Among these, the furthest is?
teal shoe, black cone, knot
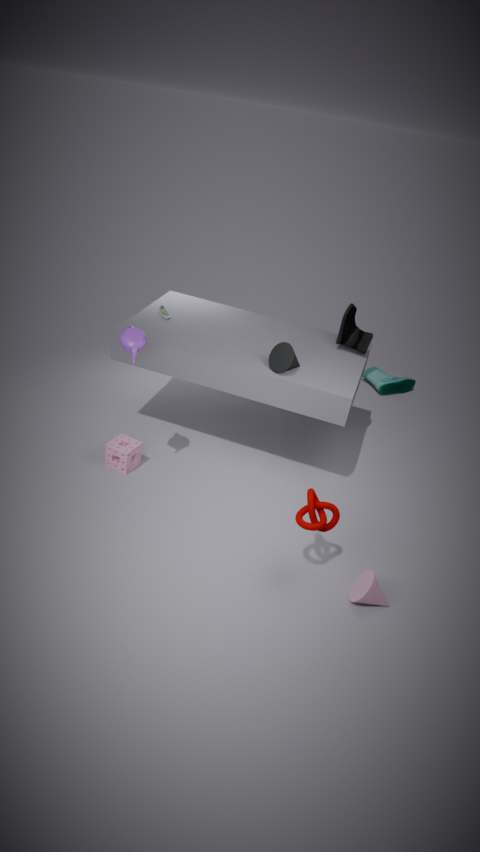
teal shoe
